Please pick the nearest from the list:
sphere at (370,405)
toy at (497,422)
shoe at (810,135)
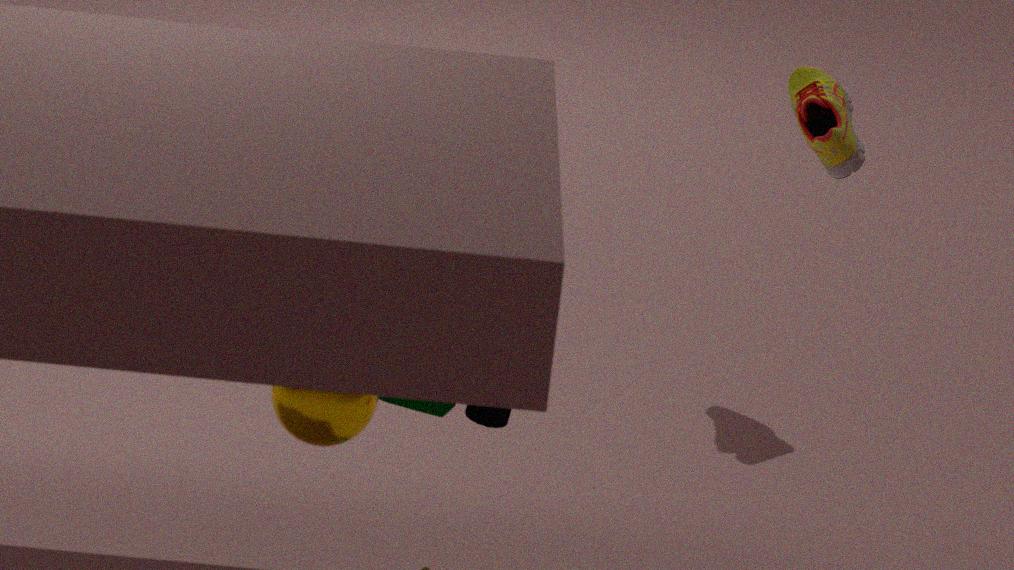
sphere at (370,405)
